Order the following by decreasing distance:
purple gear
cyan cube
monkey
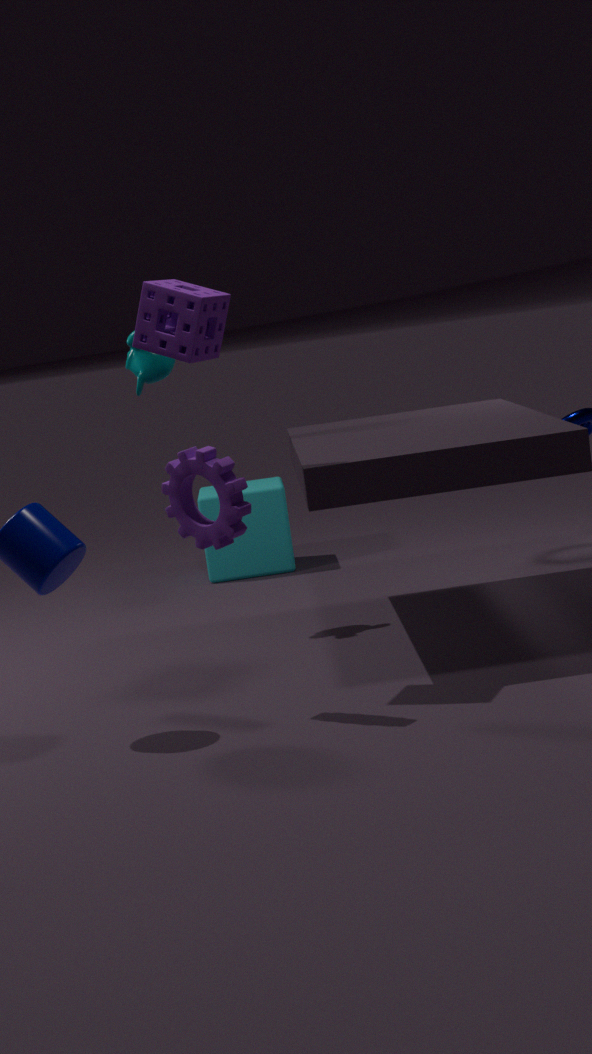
cyan cube → monkey → purple gear
